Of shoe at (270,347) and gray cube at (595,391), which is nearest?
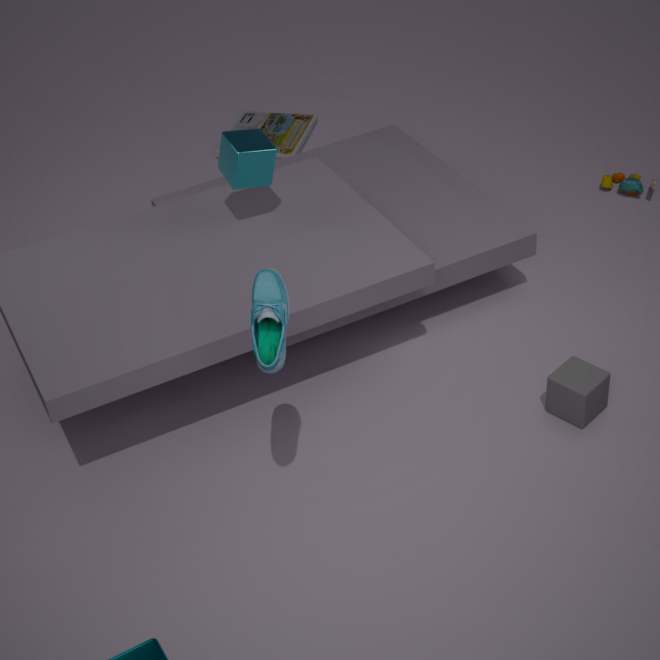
shoe at (270,347)
